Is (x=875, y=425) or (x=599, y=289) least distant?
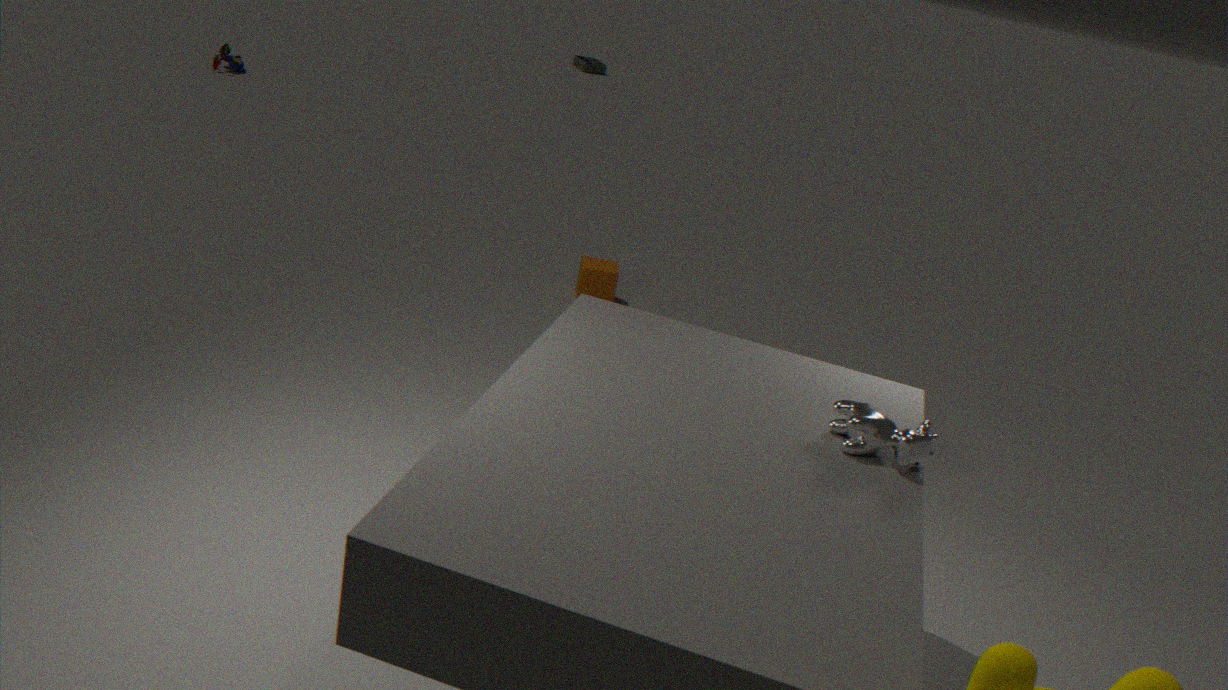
(x=875, y=425)
